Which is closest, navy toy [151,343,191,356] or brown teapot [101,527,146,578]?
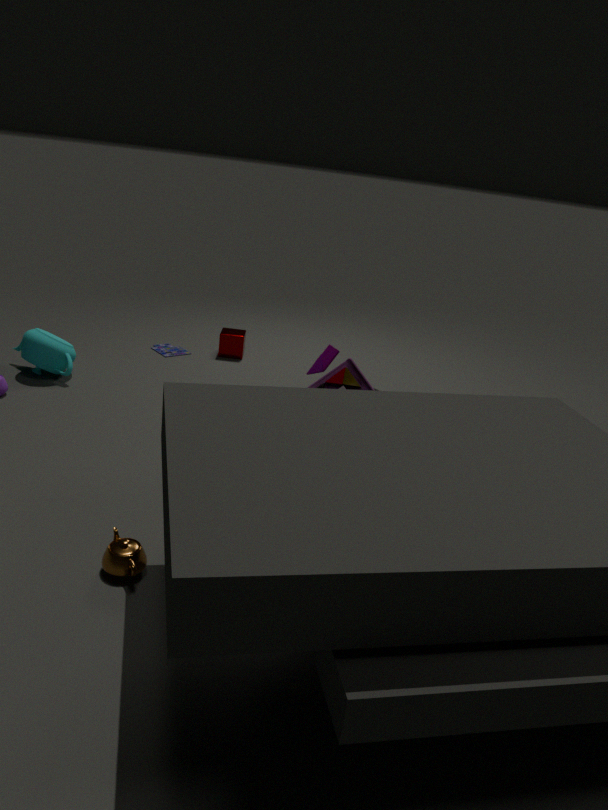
brown teapot [101,527,146,578]
